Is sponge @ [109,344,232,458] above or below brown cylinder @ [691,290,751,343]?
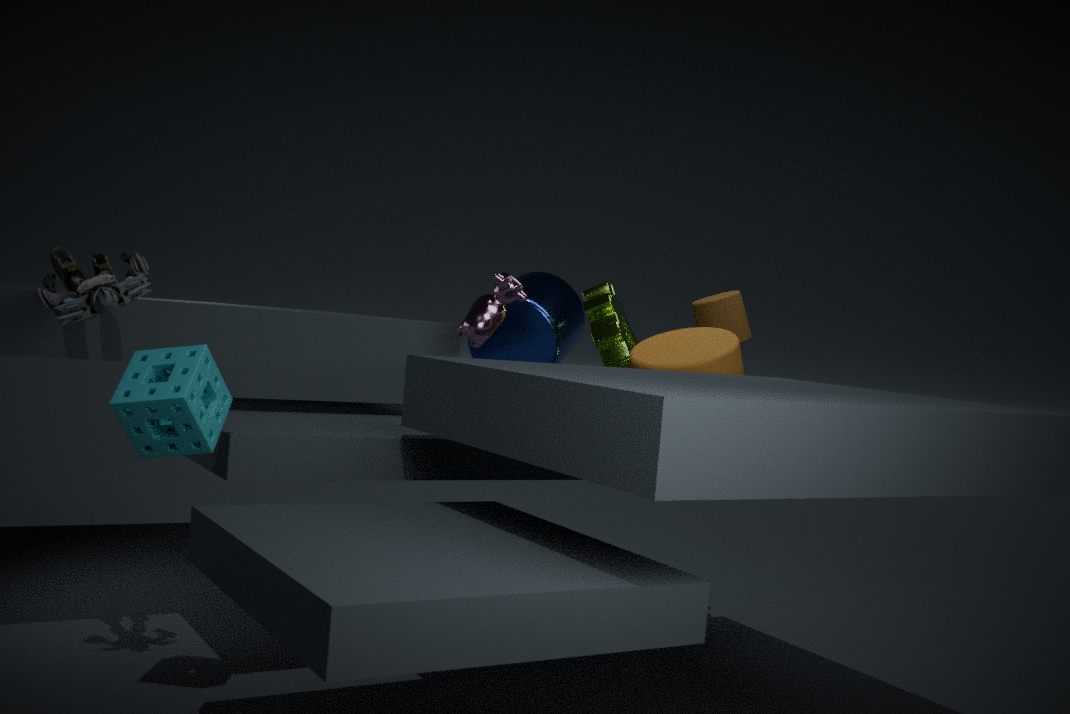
below
